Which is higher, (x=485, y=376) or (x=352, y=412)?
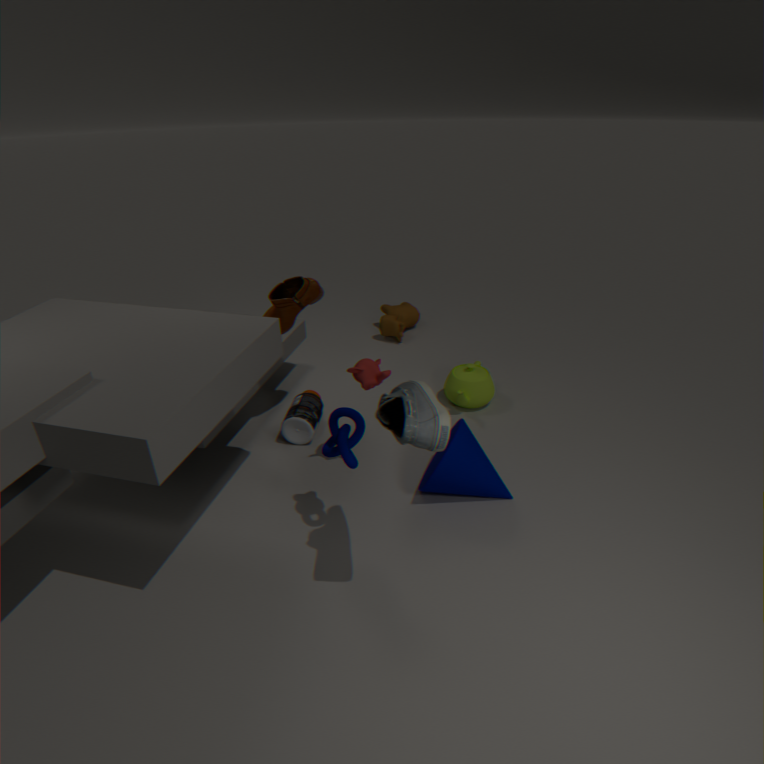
(x=352, y=412)
